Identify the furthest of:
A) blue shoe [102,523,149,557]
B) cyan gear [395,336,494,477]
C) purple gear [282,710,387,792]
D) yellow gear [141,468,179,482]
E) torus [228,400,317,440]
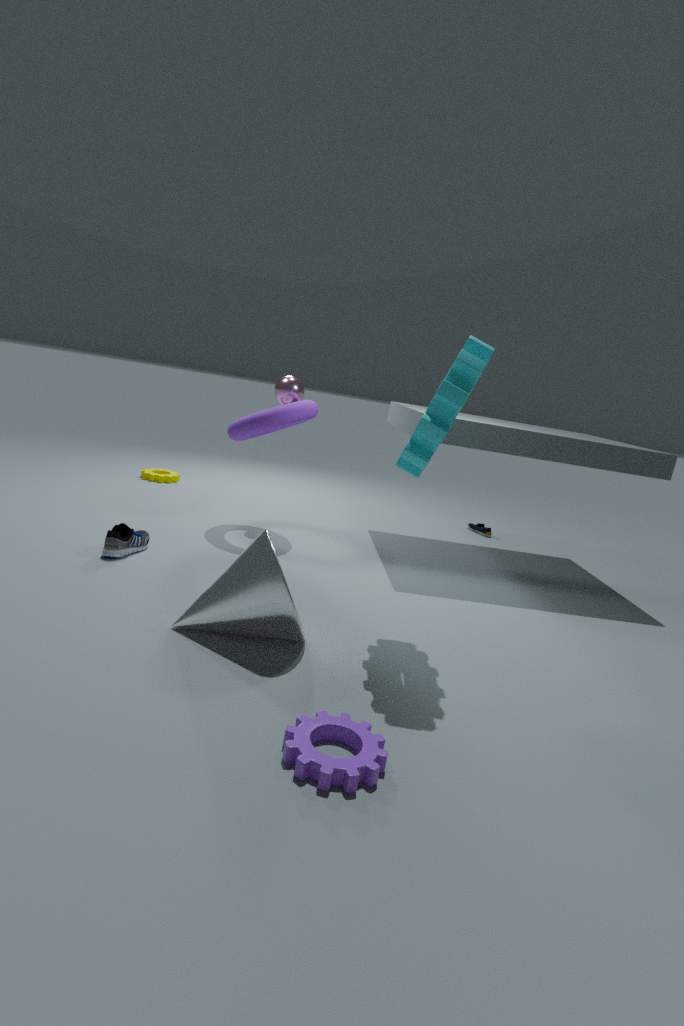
yellow gear [141,468,179,482]
